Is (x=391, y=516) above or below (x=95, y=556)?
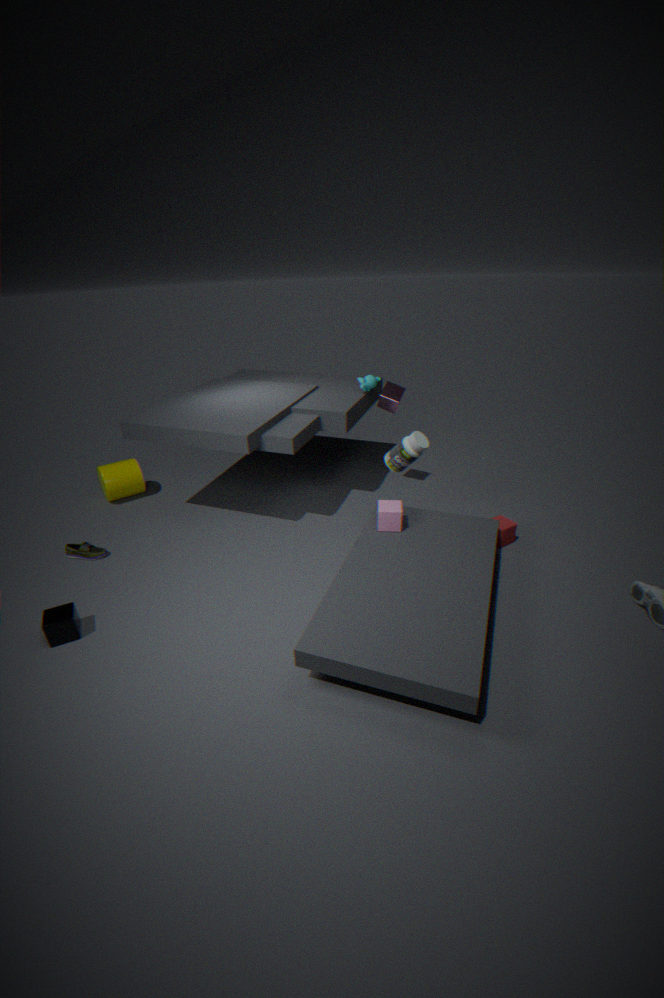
above
